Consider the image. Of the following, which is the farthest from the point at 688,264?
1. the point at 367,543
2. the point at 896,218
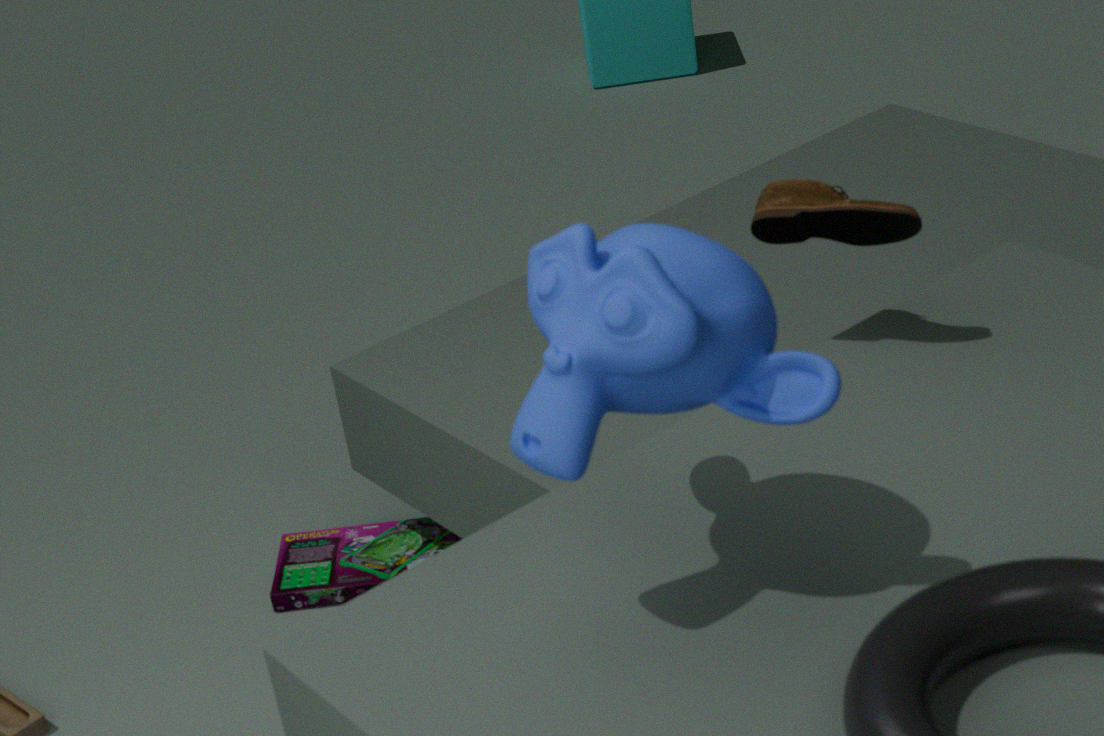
the point at 367,543
